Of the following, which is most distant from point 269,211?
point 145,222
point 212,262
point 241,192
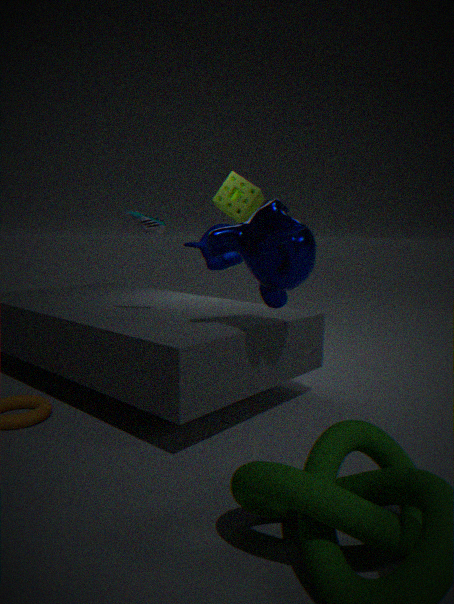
point 212,262
